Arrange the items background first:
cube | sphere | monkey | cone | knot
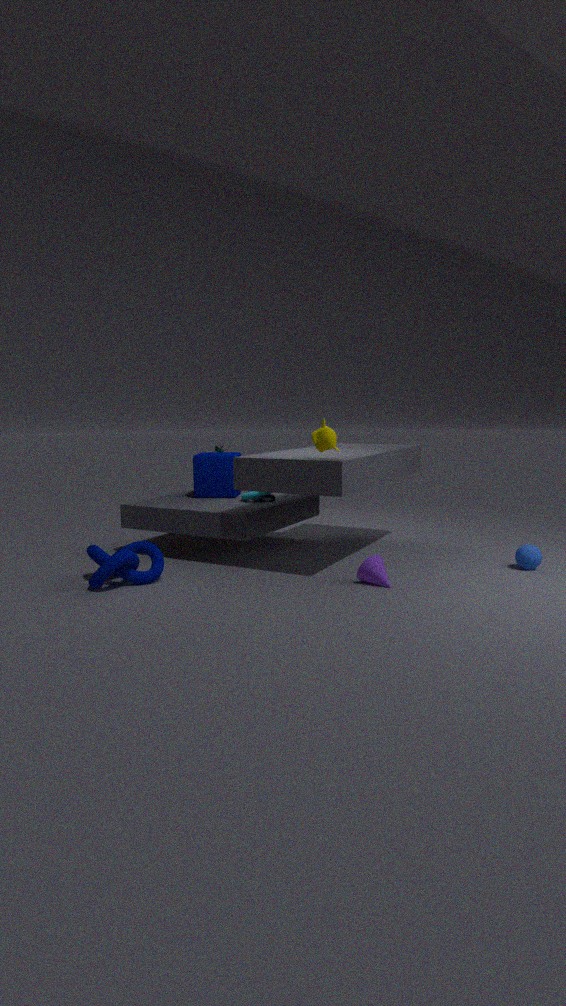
cube
sphere
cone
monkey
knot
